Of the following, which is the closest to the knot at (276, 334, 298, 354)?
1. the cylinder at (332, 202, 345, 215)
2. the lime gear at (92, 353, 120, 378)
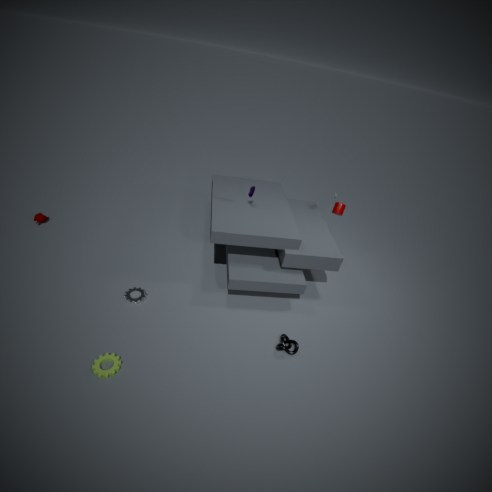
the lime gear at (92, 353, 120, 378)
